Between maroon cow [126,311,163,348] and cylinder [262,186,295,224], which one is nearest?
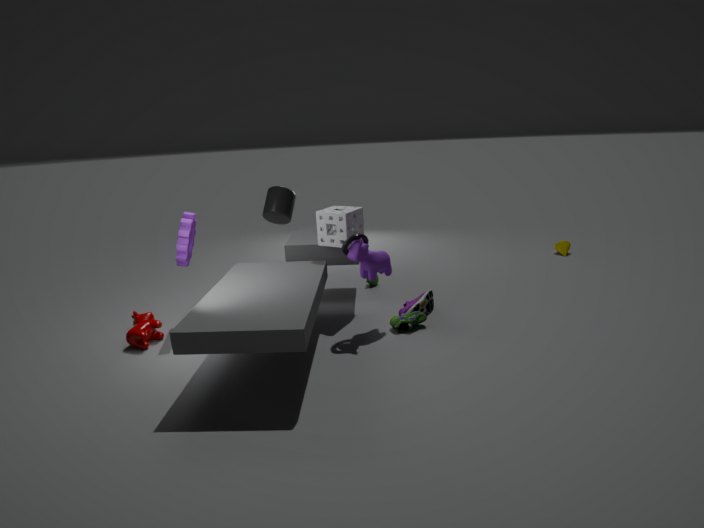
maroon cow [126,311,163,348]
